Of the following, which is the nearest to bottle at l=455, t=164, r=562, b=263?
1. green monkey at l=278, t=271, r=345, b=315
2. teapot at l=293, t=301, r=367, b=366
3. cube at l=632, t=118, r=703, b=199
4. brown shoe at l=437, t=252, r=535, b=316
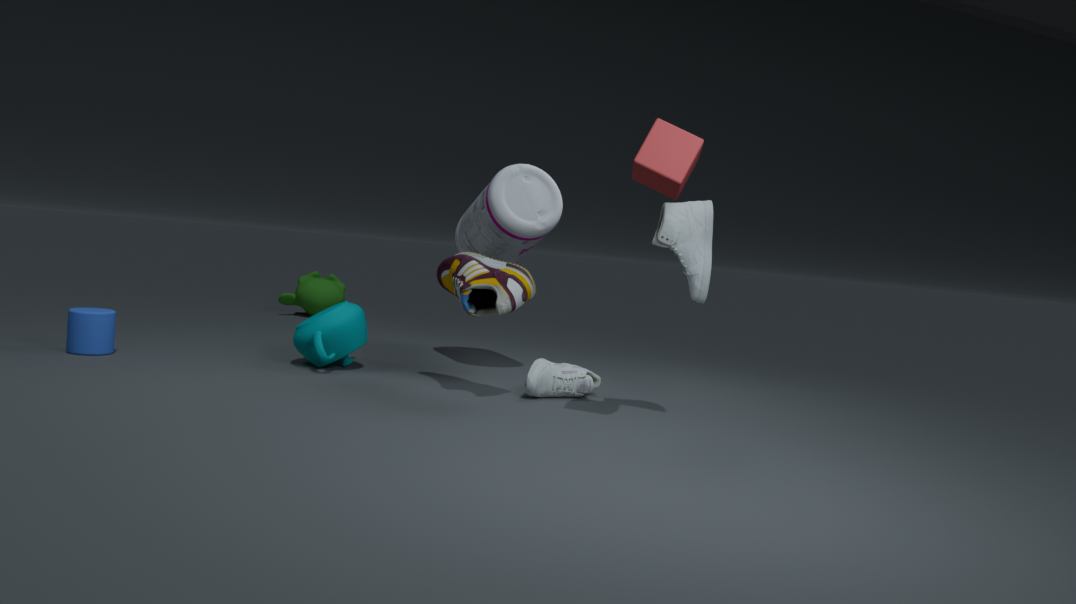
brown shoe at l=437, t=252, r=535, b=316
